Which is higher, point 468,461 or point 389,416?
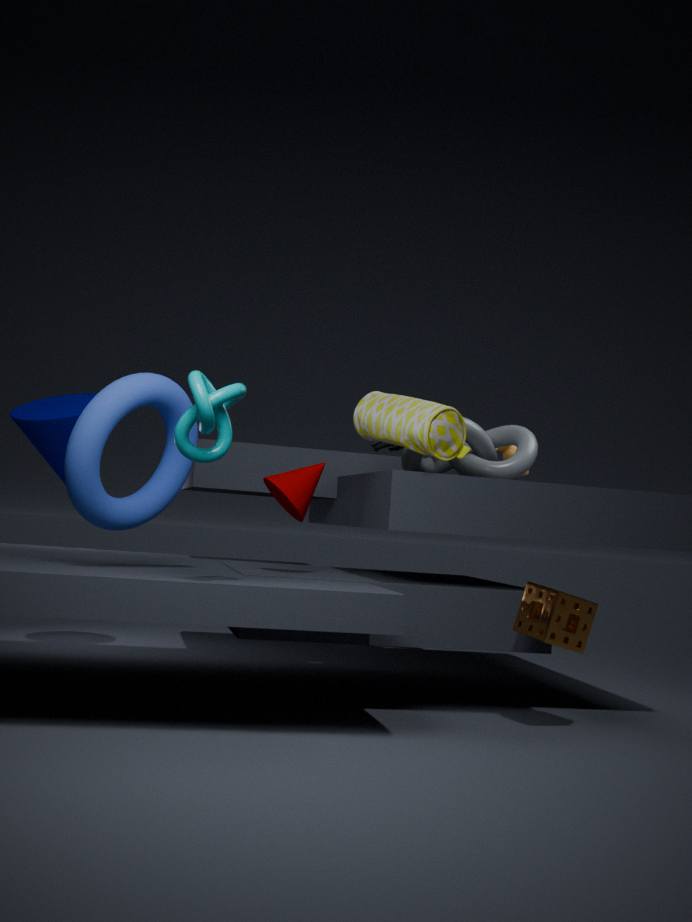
point 389,416
